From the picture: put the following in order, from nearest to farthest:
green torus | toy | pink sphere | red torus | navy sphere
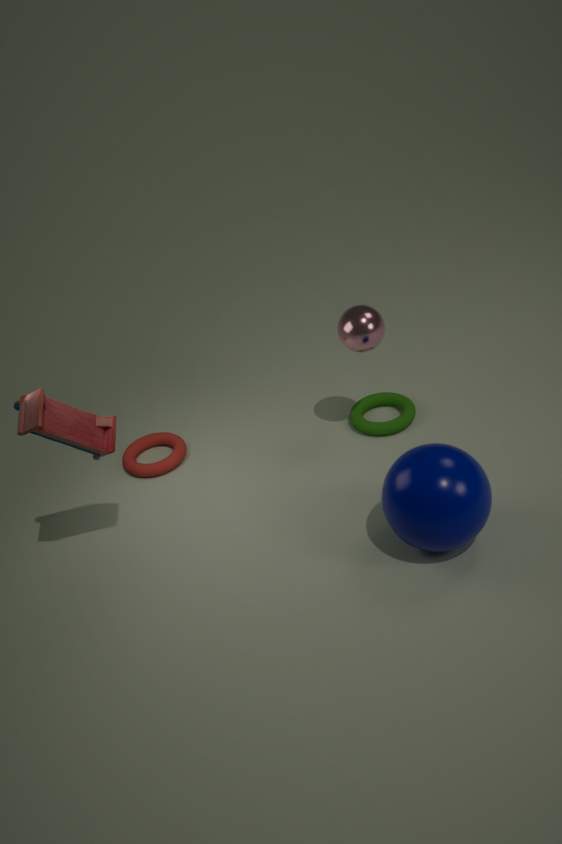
navy sphere < toy < pink sphere < green torus < red torus
